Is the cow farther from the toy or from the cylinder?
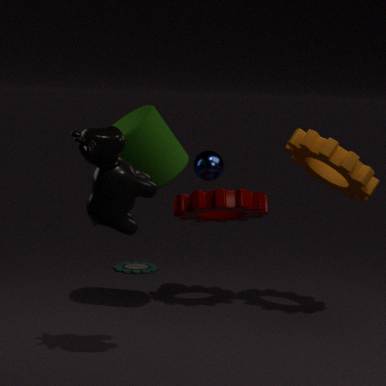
the toy
